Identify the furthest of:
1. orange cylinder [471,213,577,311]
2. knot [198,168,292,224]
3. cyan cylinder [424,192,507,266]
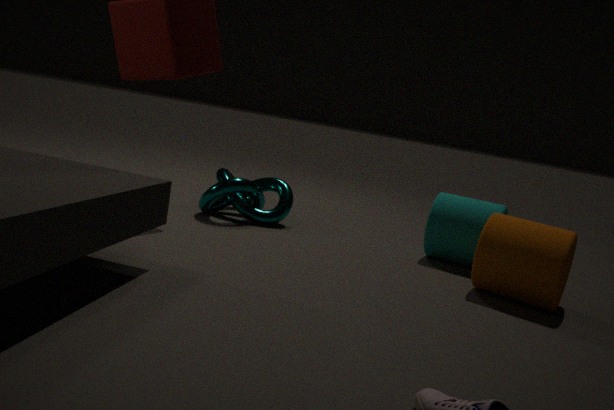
knot [198,168,292,224]
